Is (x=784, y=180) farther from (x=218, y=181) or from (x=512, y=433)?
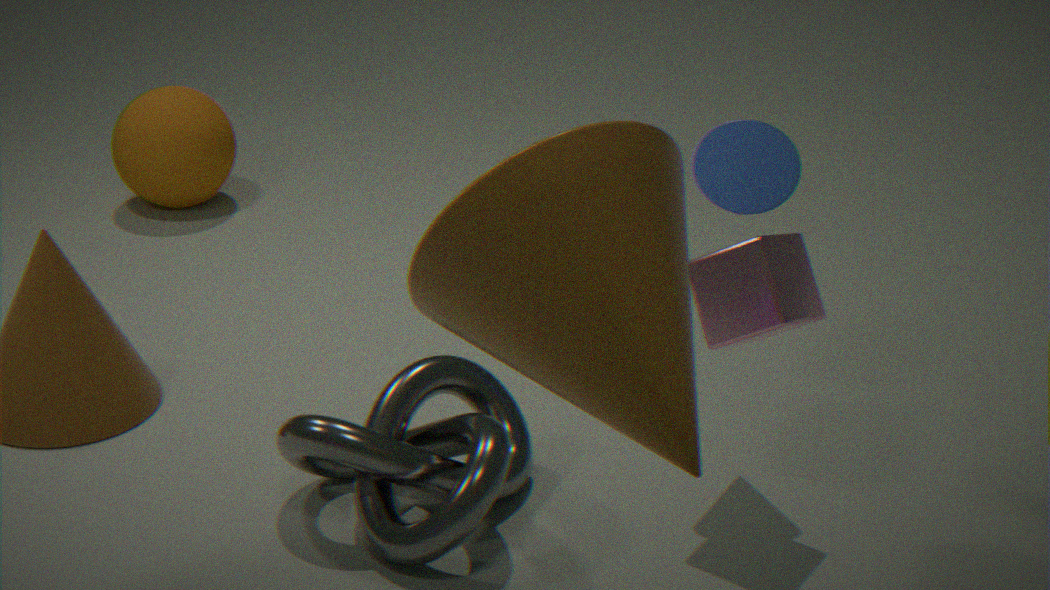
(x=218, y=181)
